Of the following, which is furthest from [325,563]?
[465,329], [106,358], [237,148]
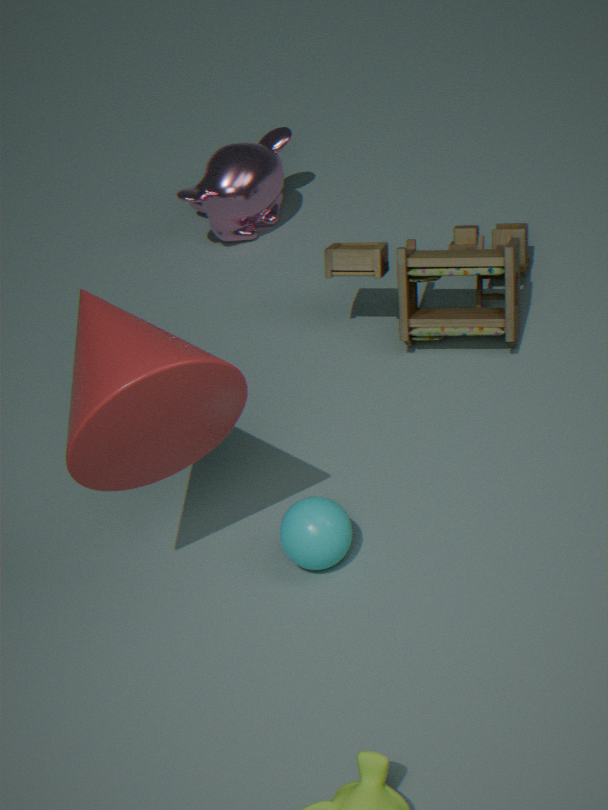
[237,148]
